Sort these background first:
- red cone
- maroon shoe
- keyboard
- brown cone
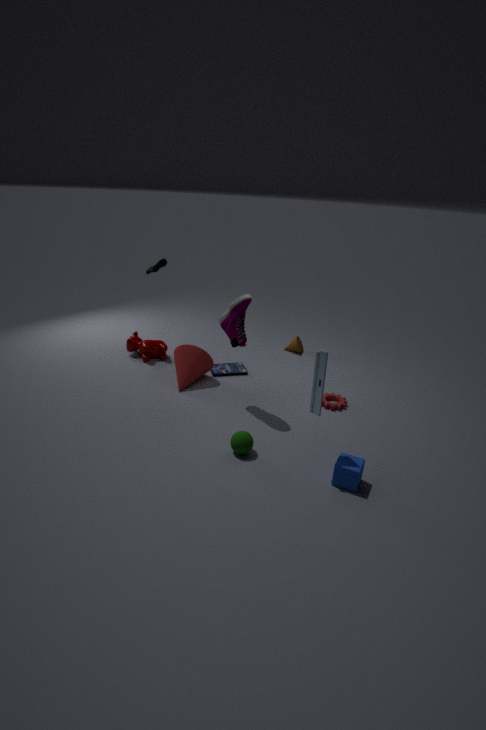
1. brown cone
2. red cone
3. maroon shoe
4. keyboard
